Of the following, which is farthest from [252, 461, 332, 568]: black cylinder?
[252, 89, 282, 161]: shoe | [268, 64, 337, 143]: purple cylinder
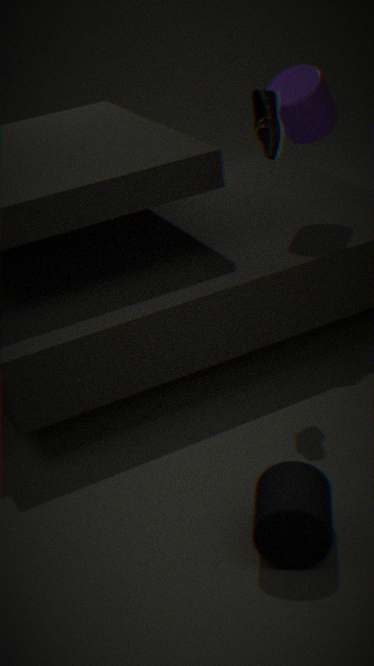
[268, 64, 337, 143]: purple cylinder
